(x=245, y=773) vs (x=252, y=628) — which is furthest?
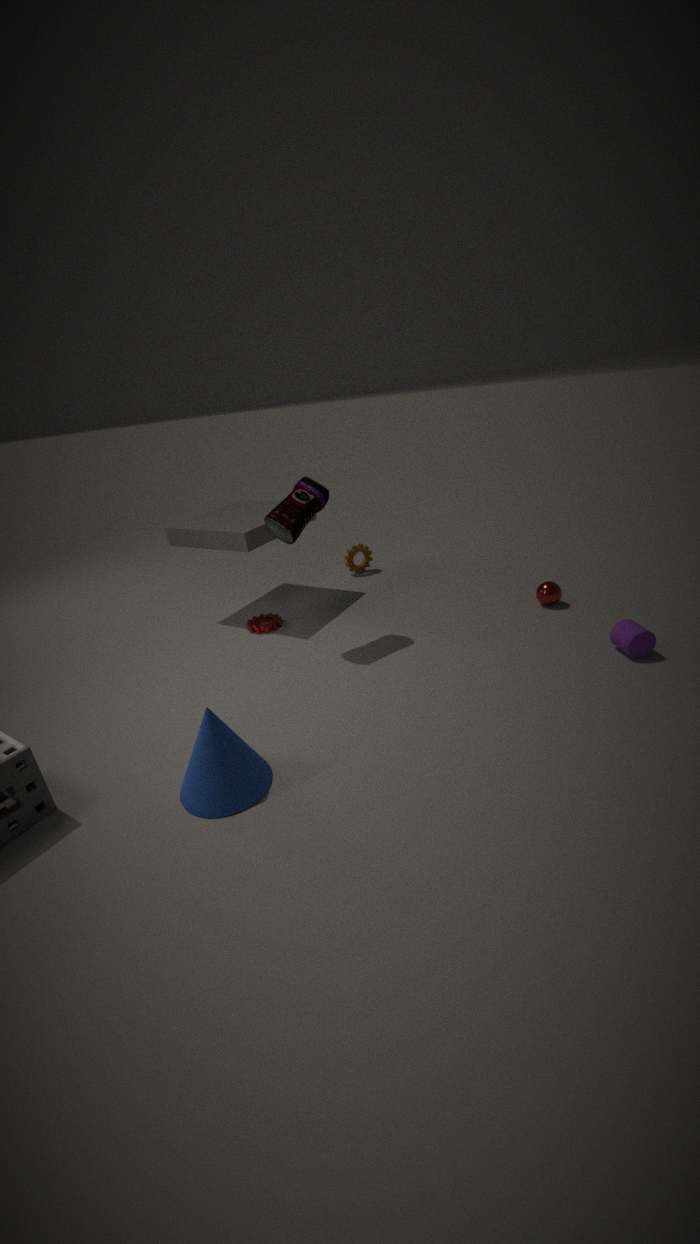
(x=252, y=628)
